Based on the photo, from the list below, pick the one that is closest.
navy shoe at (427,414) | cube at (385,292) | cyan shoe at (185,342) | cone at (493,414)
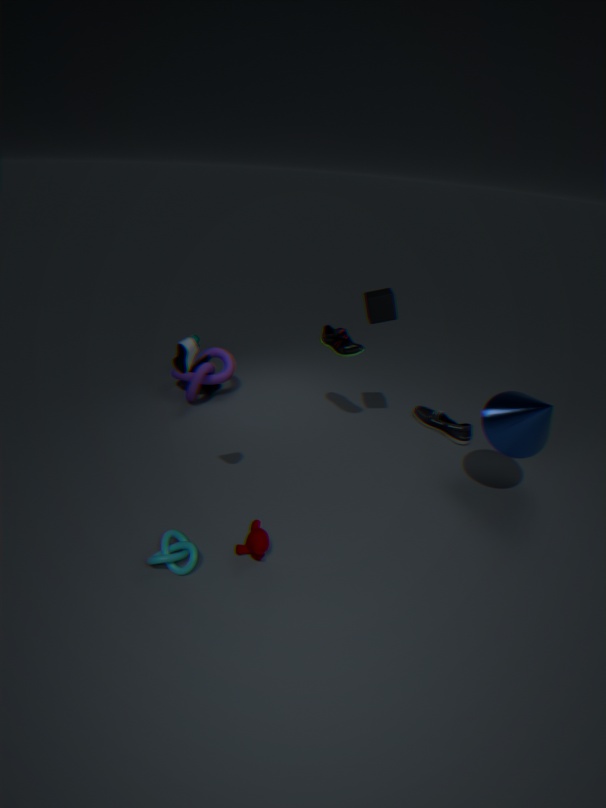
cyan shoe at (185,342)
